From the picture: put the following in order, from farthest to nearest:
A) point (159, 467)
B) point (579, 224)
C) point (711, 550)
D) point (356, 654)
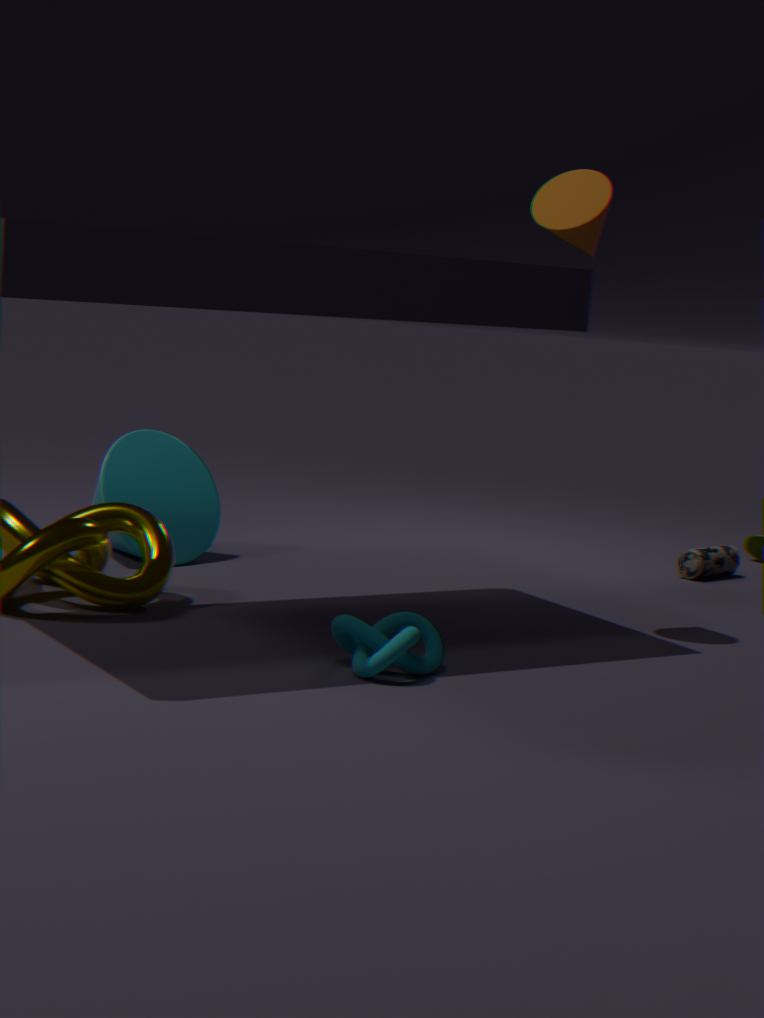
point (711, 550), point (159, 467), point (579, 224), point (356, 654)
